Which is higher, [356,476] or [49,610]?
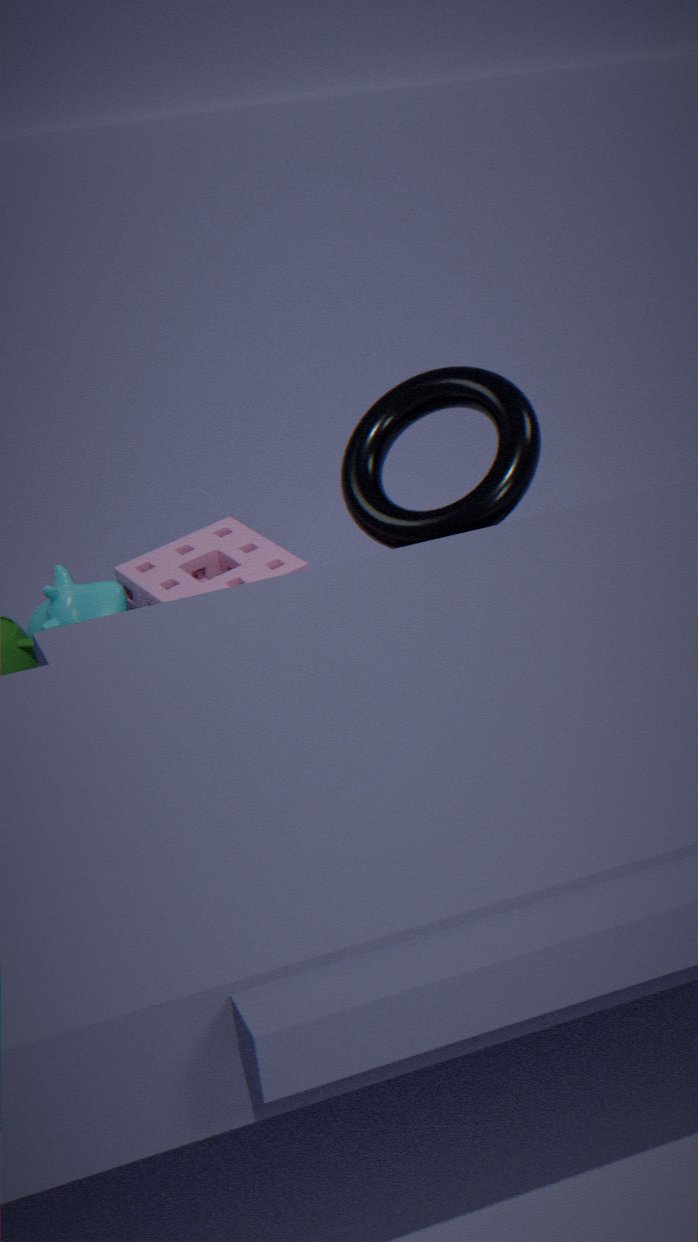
[356,476]
